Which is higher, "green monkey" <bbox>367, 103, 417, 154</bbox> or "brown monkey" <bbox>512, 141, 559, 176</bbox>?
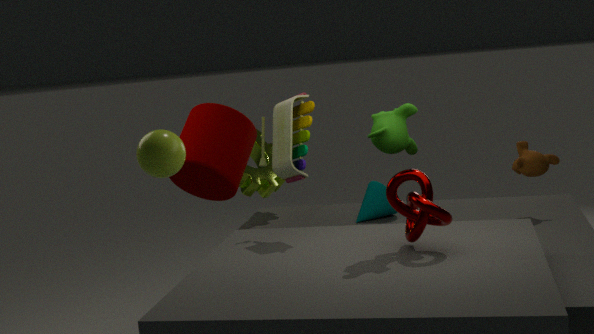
"green monkey" <bbox>367, 103, 417, 154</bbox>
